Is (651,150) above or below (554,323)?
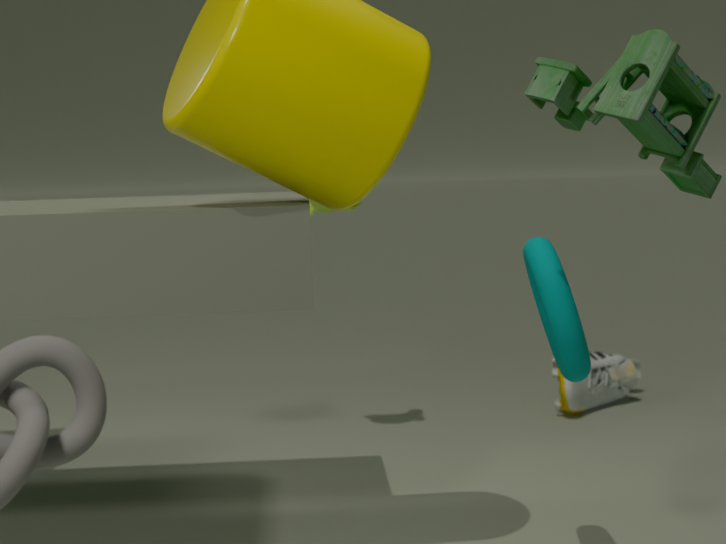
above
